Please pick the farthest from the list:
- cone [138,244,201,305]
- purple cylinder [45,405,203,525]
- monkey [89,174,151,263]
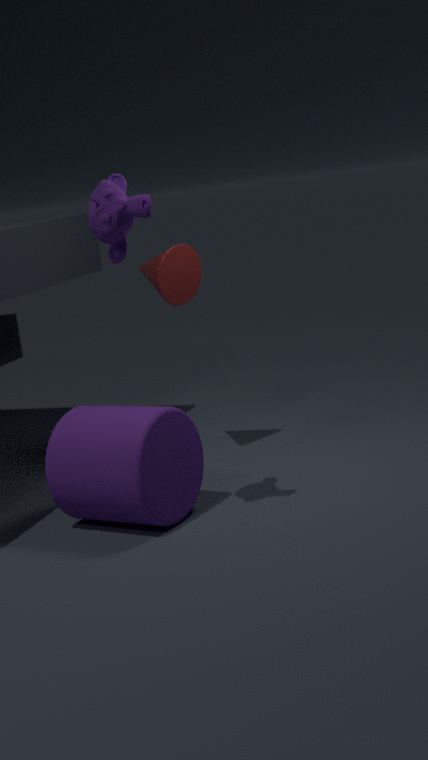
cone [138,244,201,305]
